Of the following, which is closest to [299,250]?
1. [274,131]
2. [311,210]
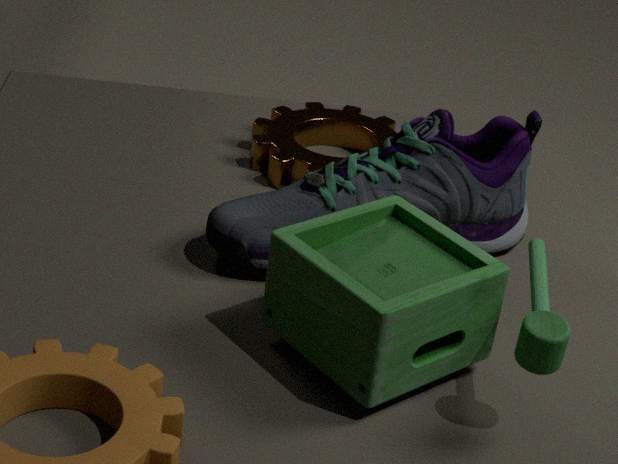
[311,210]
